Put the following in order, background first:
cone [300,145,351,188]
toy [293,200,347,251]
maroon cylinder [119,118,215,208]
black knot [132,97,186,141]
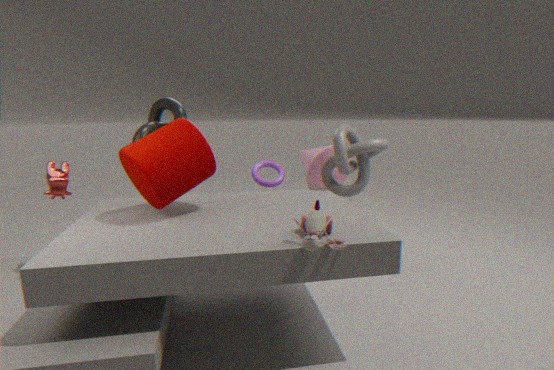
1. cone [300,145,351,188]
2. black knot [132,97,186,141]
3. maroon cylinder [119,118,215,208]
4. toy [293,200,347,251]
